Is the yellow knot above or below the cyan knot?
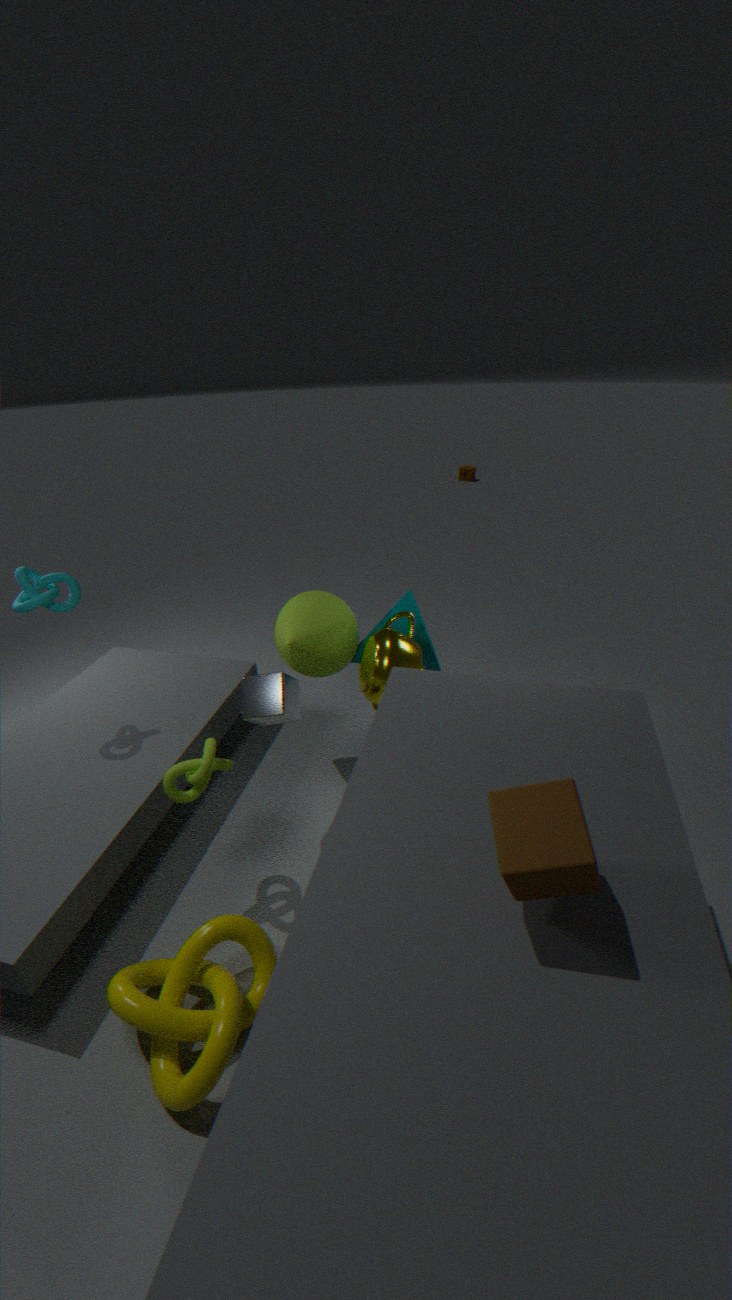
below
